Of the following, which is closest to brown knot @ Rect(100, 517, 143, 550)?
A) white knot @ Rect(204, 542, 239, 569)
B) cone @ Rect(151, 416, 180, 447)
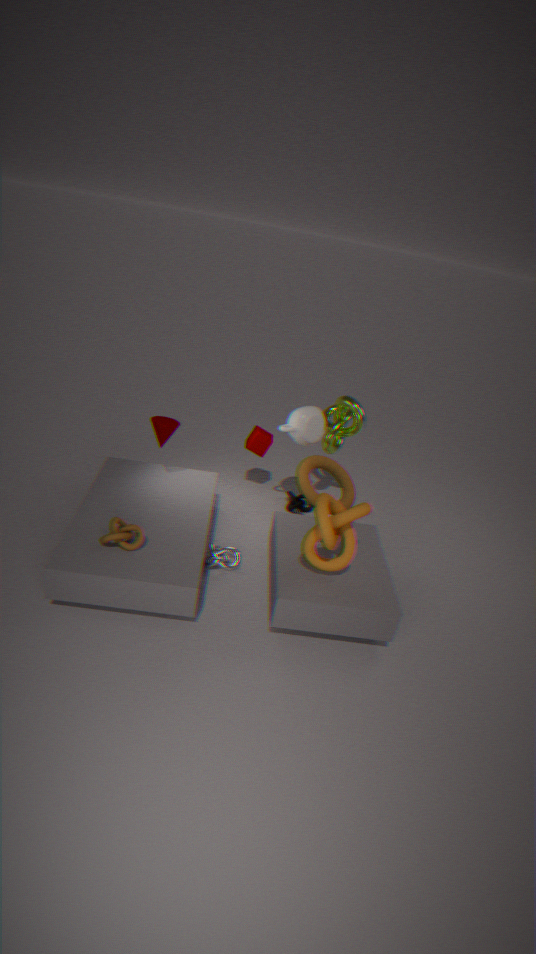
white knot @ Rect(204, 542, 239, 569)
